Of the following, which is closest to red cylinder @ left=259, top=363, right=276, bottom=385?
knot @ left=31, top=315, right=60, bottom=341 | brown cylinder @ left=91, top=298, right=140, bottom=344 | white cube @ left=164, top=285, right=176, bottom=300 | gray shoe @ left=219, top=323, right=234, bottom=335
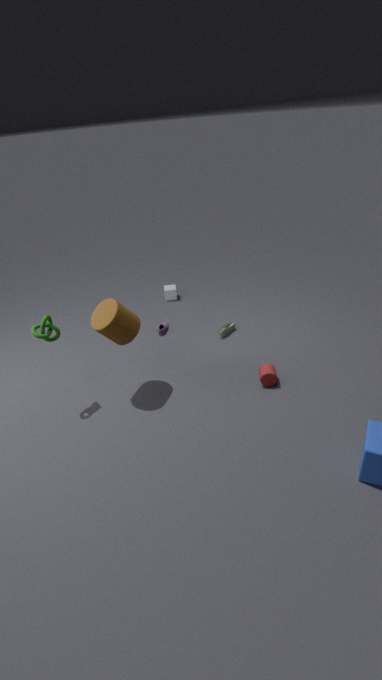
gray shoe @ left=219, top=323, right=234, bottom=335
